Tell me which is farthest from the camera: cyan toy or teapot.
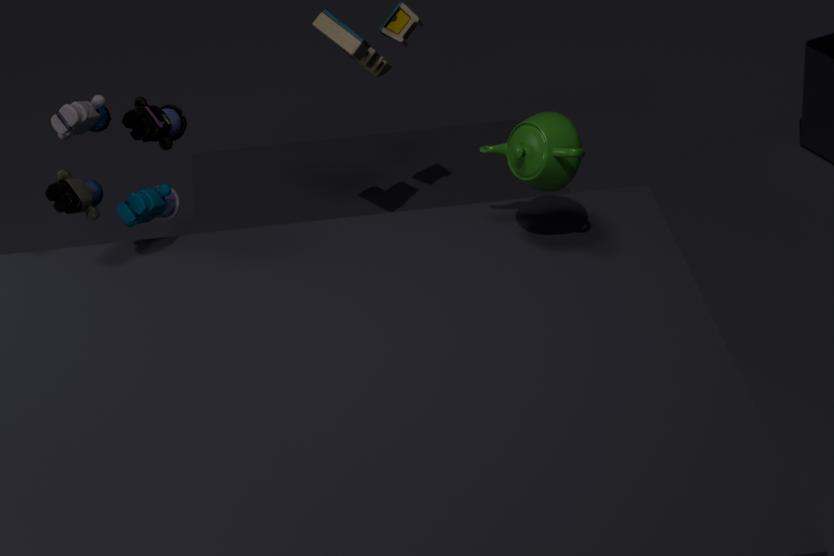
cyan toy
